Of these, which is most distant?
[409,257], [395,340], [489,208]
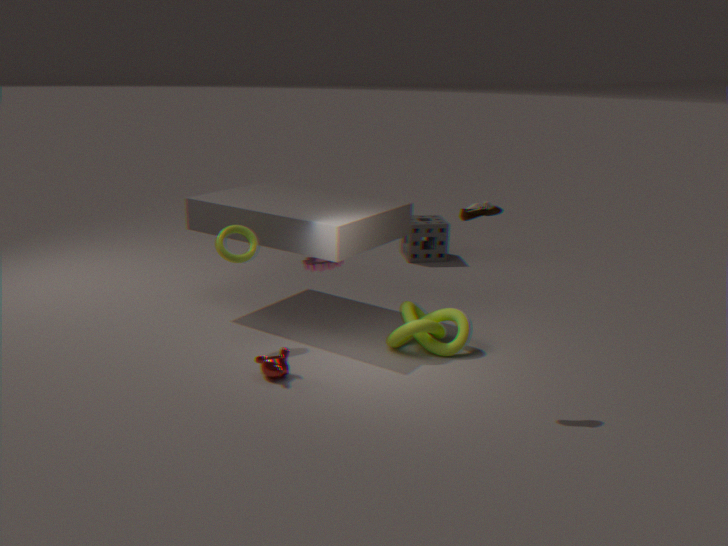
[409,257]
